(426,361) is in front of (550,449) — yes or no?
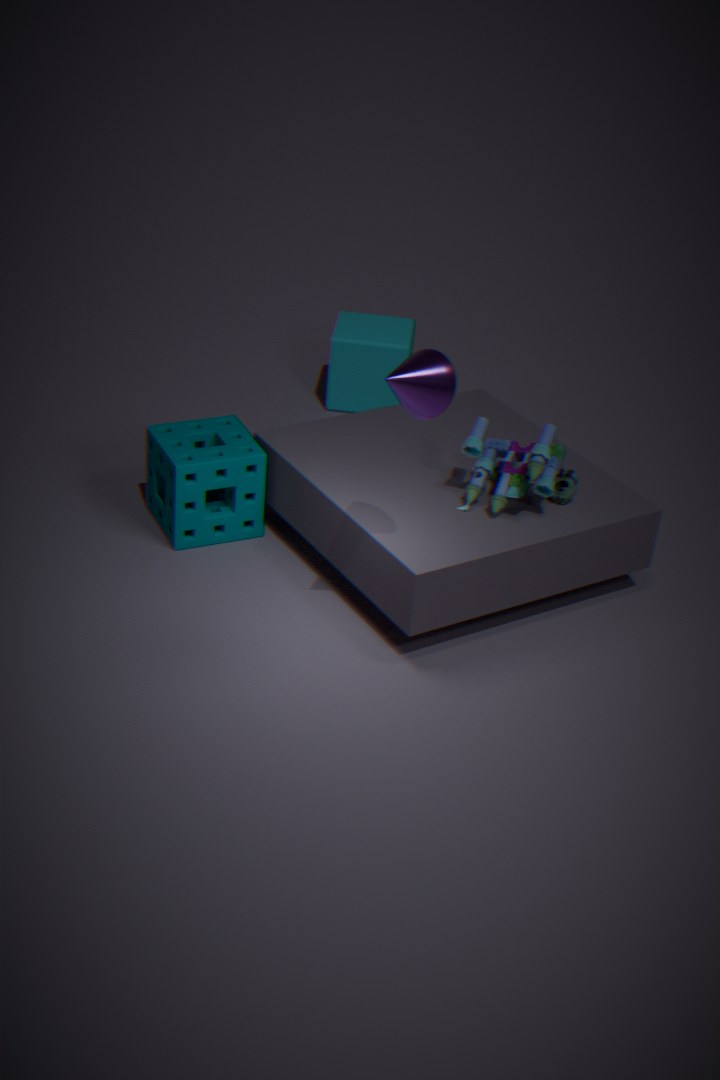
Yes
